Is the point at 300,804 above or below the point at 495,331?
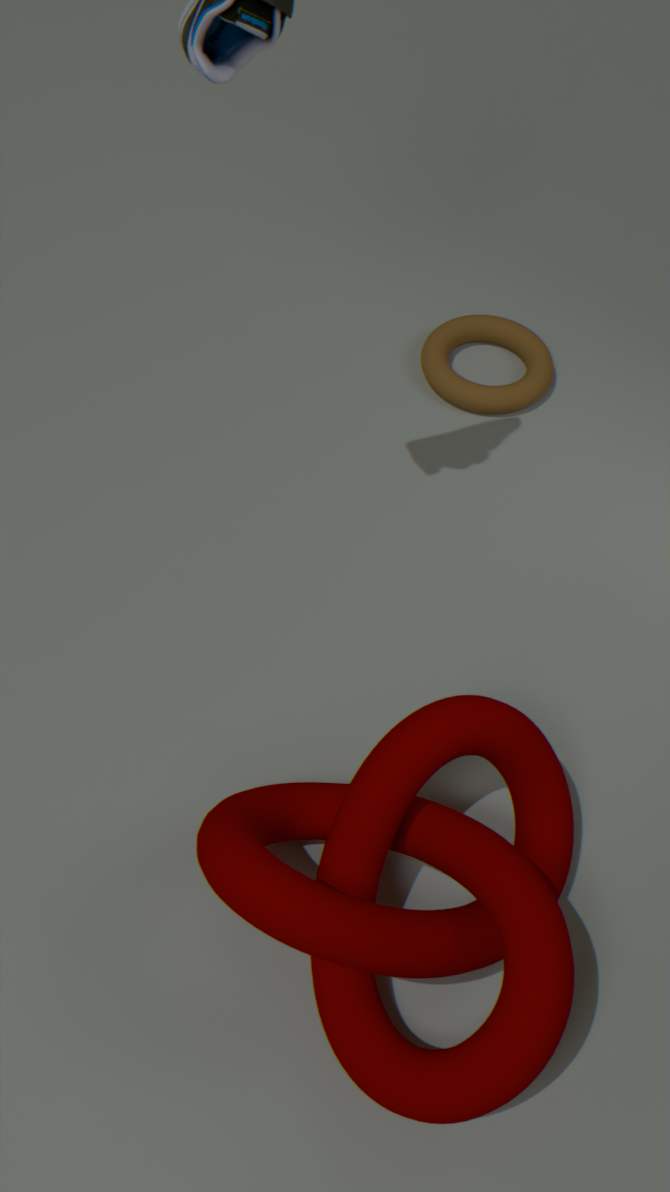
above
